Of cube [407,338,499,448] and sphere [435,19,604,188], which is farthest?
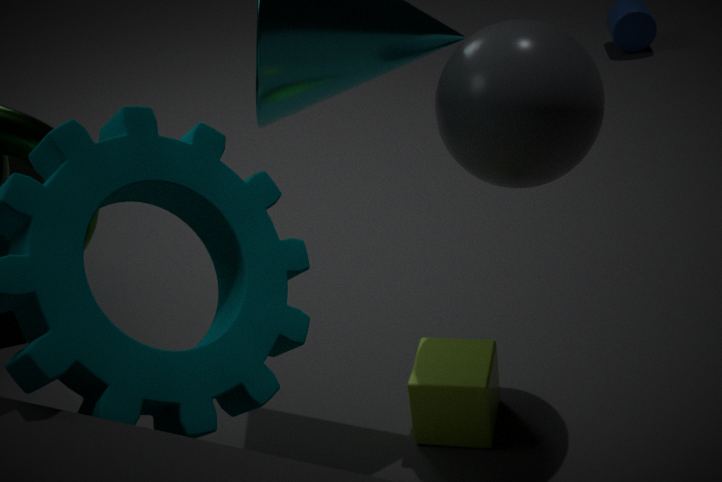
cube [407,338,499,448]
